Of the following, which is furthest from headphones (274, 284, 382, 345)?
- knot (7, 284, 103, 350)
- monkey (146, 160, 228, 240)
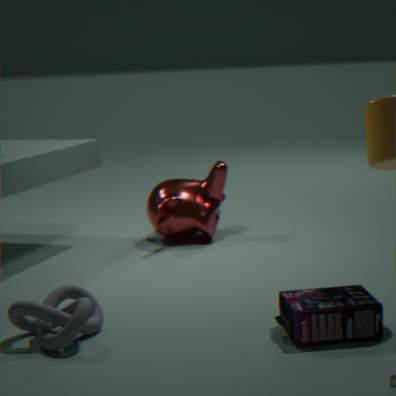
monkey (146, 160, 228, 240)
